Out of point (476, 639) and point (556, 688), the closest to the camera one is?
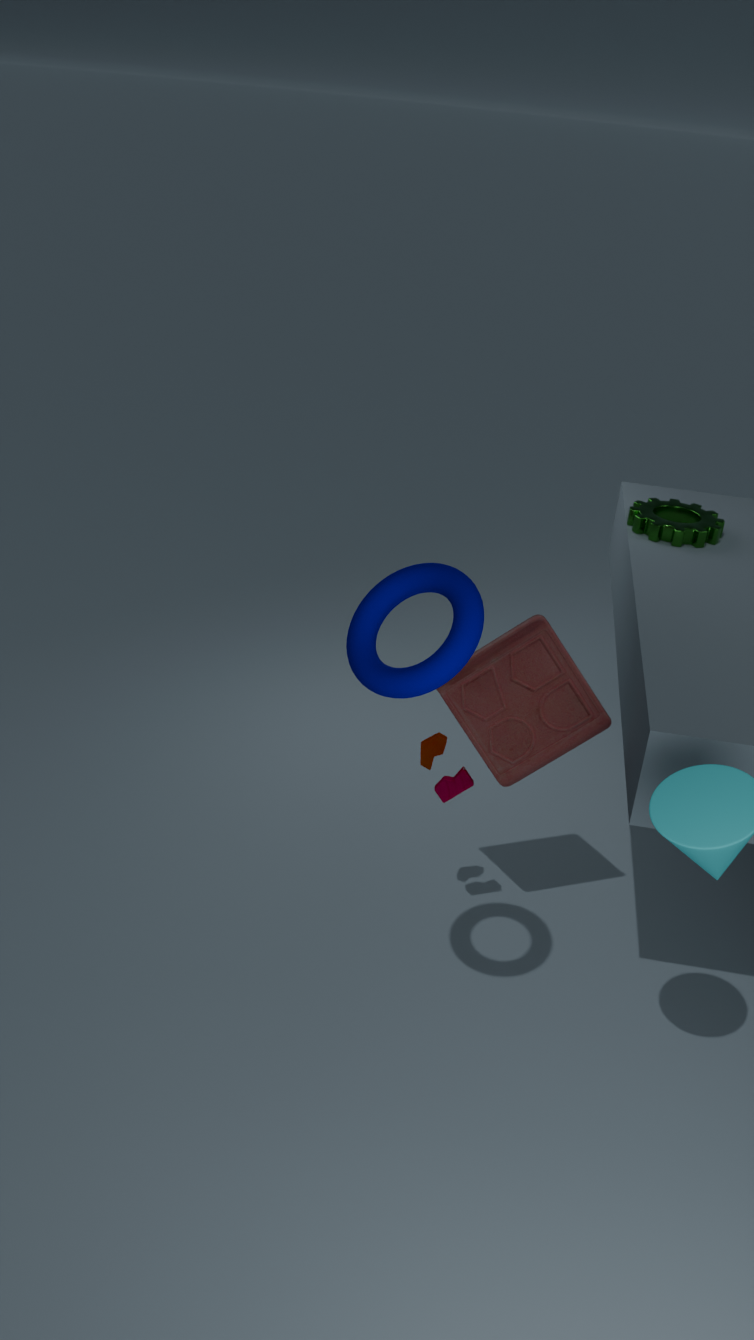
point (476, 639)
